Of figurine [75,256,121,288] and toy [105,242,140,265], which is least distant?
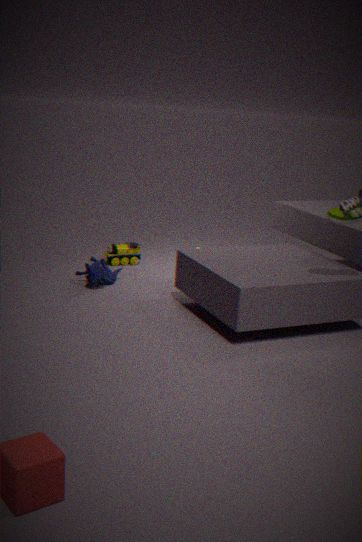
figurine [75,256,121,288]
